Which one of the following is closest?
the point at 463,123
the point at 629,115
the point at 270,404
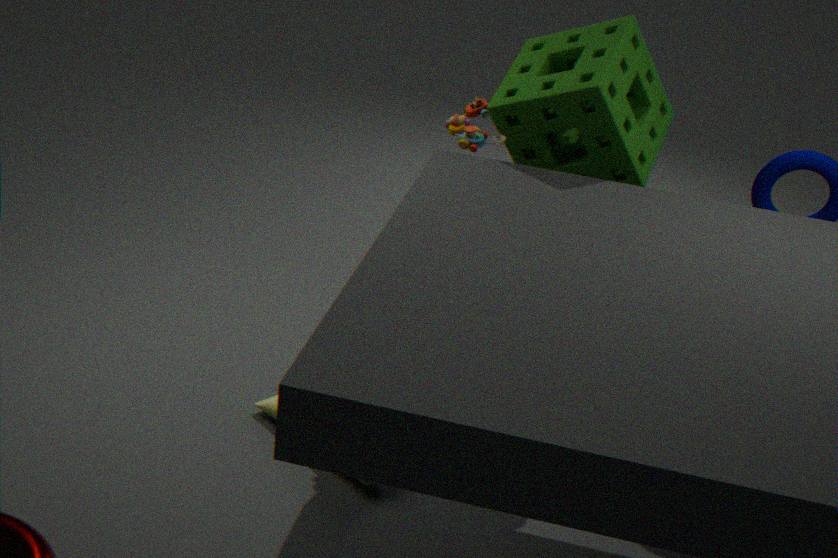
the point at 629,115
